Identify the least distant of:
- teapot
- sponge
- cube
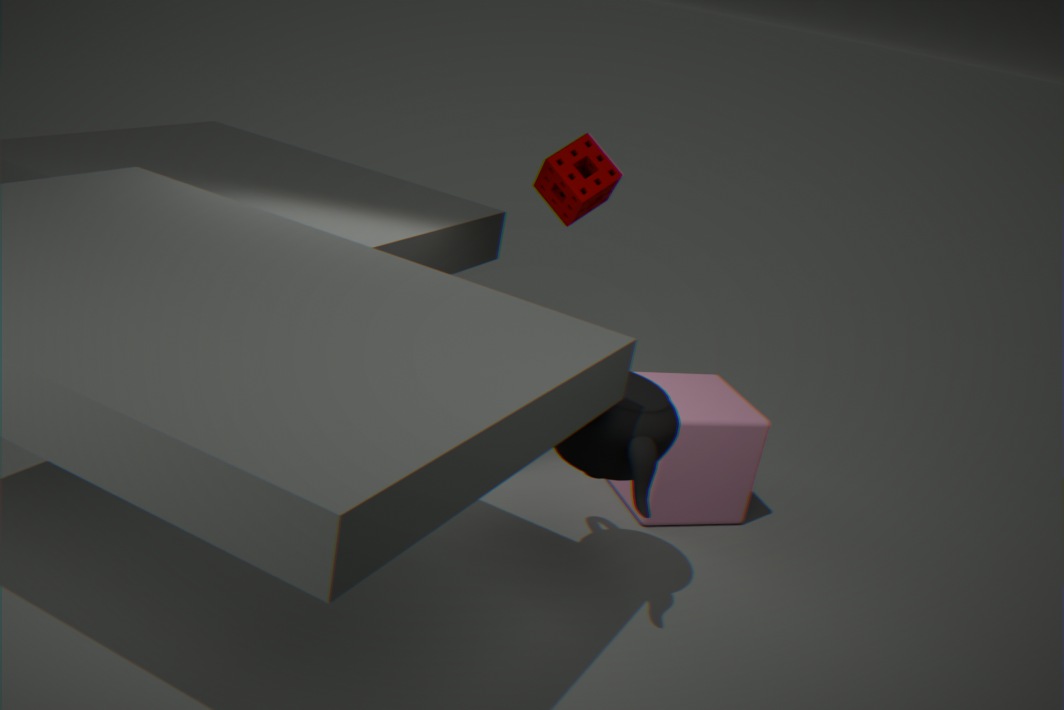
teapot
